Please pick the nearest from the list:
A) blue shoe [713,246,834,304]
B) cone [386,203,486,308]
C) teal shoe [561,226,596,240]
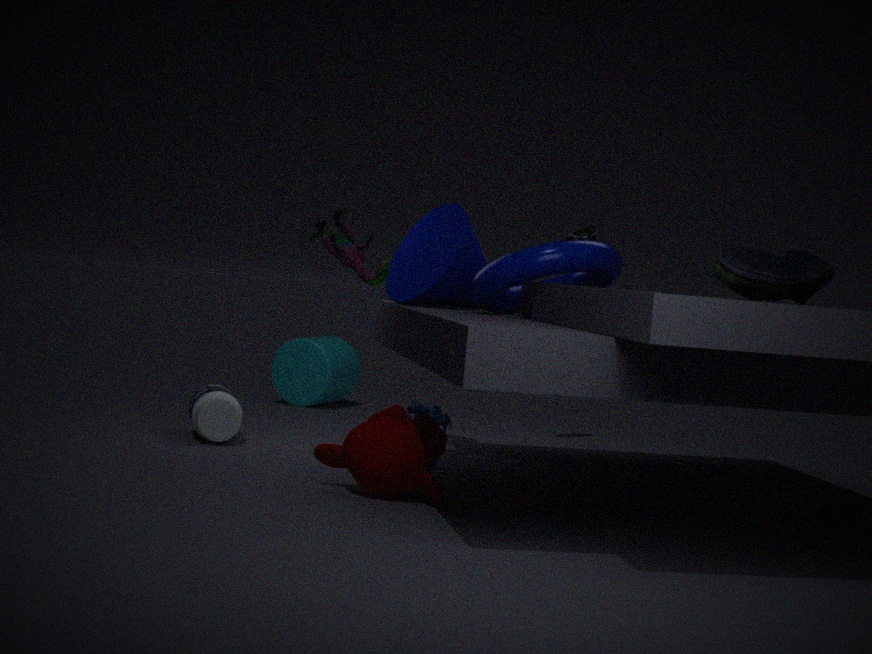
blue shoe [713,246,834,304]
